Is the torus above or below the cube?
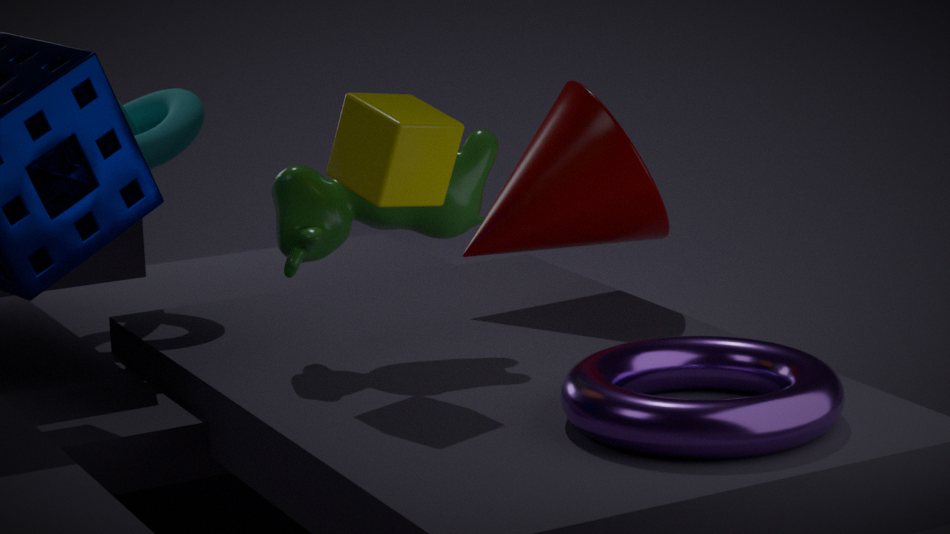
below
